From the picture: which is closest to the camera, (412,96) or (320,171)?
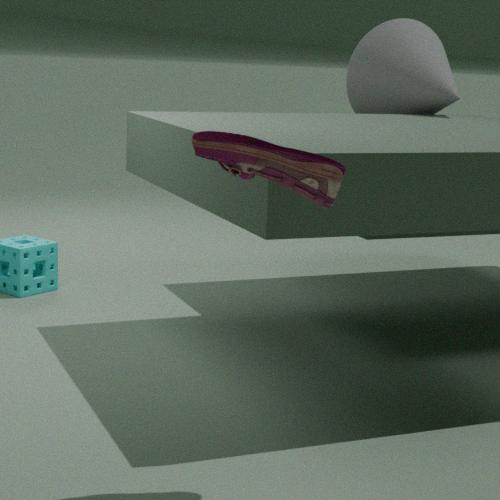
(320,171)
